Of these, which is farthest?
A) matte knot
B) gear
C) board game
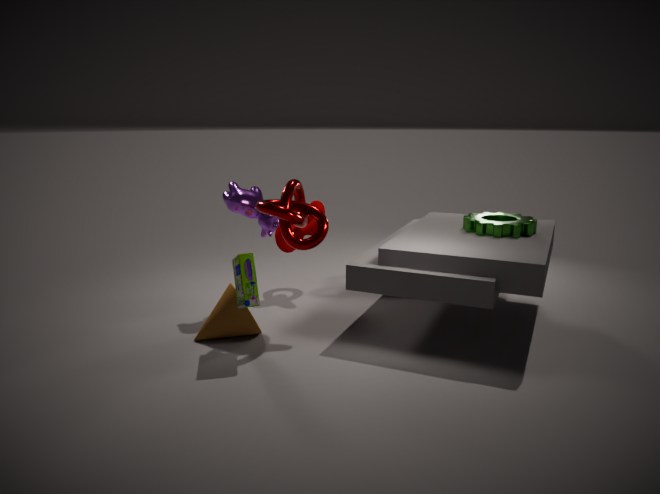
matte knot
